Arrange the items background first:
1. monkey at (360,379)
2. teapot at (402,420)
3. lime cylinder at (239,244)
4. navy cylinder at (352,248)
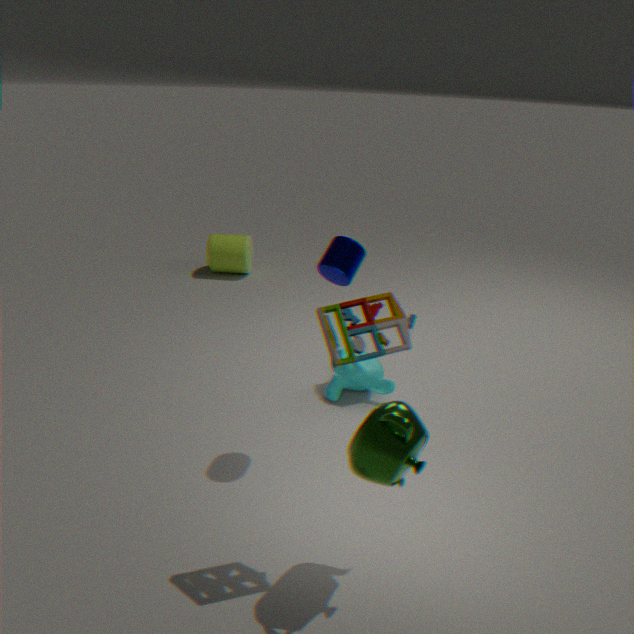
1. lime cylinder at (239,244)
2. monkey at (360,379)
3. navy cylinder at (352,248)
4. teapot at (402,420)
